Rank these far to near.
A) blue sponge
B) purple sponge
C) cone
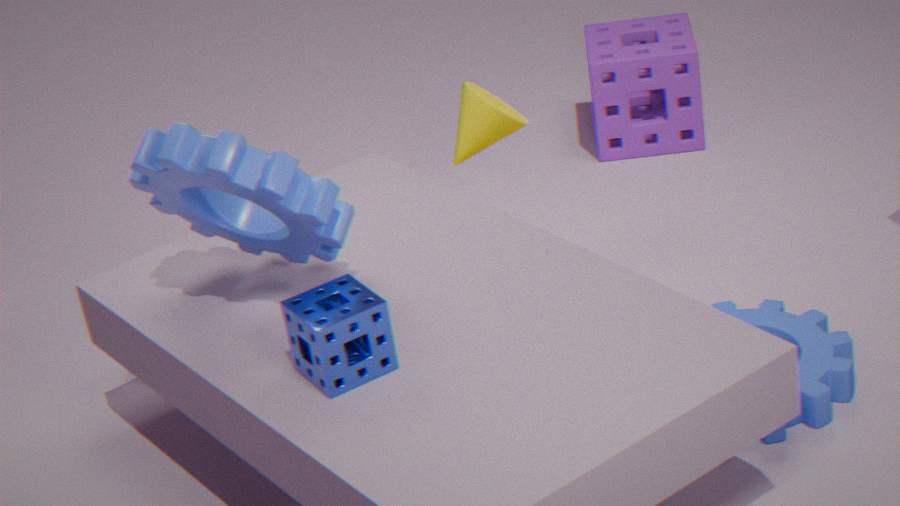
purple sponge < cone < blue sponge
